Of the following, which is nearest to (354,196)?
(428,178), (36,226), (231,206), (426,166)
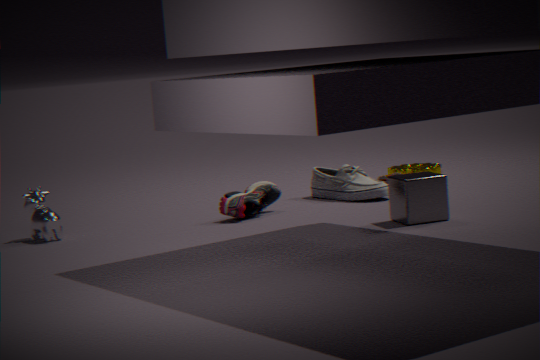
(231,206)
